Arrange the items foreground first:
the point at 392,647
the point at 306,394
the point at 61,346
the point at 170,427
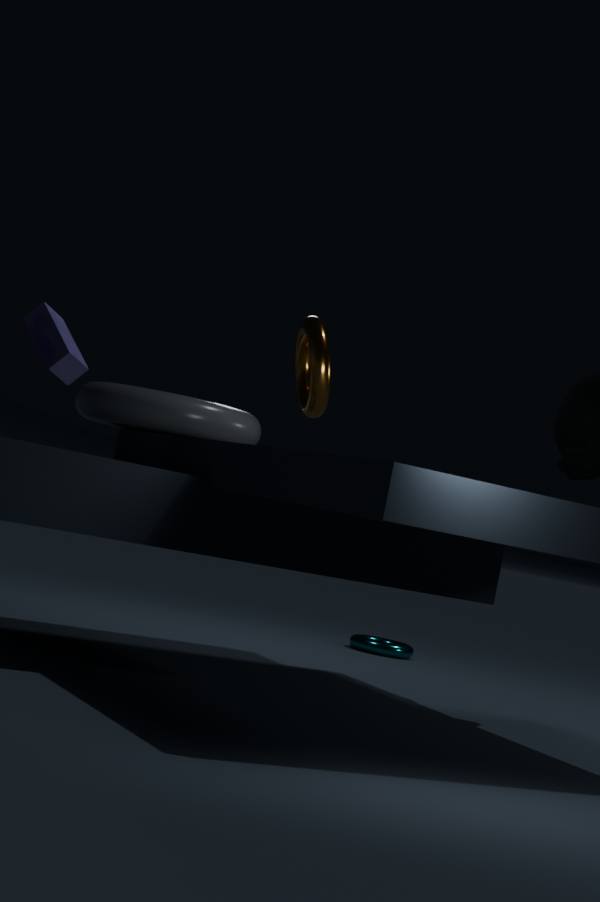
the point at 61,346 → the point at 306,394 → the point at 170,427 → the point at 392,647
